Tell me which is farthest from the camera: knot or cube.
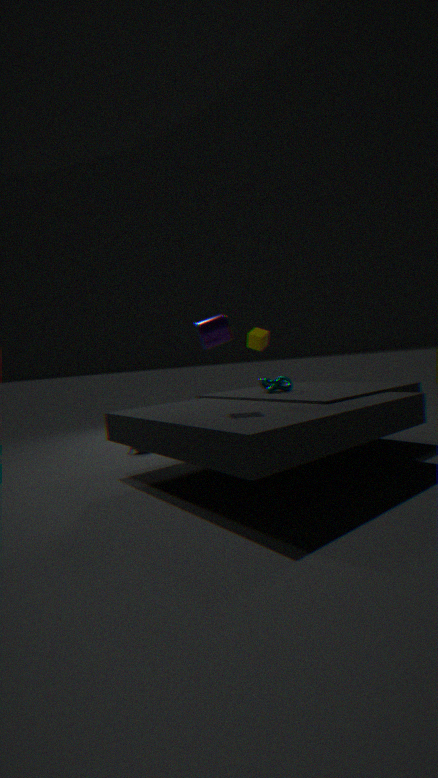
cube
